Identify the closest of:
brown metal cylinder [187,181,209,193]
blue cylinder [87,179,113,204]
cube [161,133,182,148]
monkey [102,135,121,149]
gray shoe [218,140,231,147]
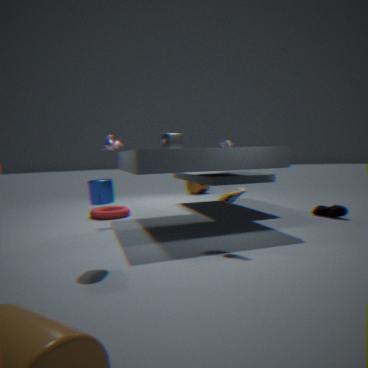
blue cylinder [87,179,113,204]
